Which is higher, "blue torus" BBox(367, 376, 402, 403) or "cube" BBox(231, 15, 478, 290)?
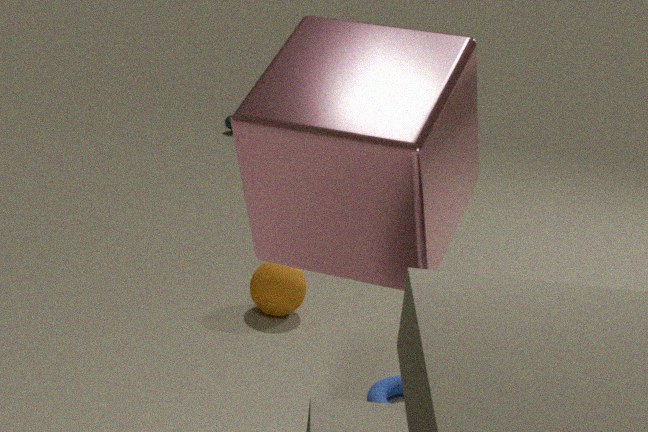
"cube" BBox(231, 15, 478, 290)
